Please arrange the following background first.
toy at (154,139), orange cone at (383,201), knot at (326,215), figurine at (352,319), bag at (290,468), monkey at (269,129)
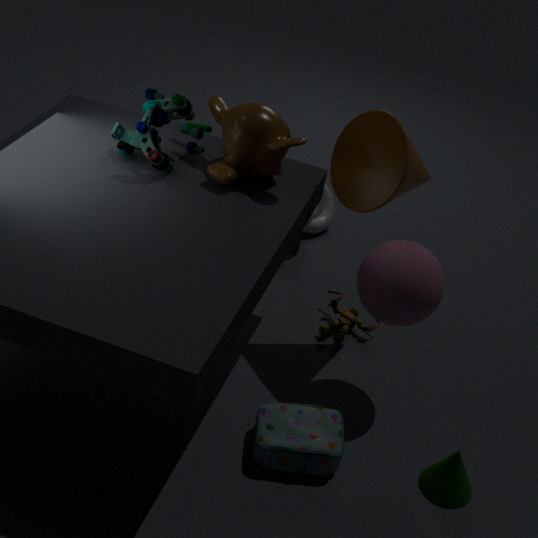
knot at (326,215), figurine at (352,319), monkey at (269,129), toy at (154,139), orange cone at (383,201), bag at (290,468)
